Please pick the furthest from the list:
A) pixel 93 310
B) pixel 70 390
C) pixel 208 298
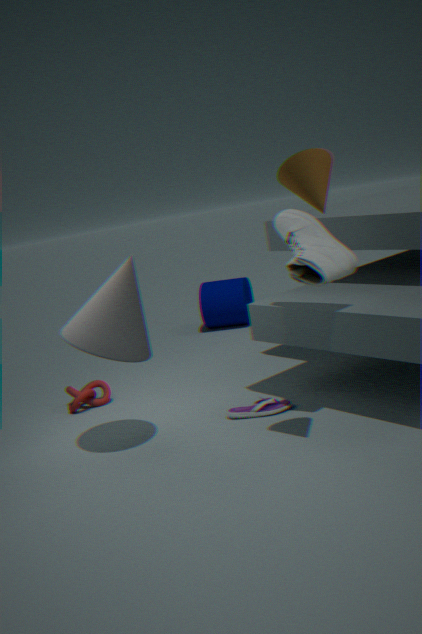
pixel 208 298
